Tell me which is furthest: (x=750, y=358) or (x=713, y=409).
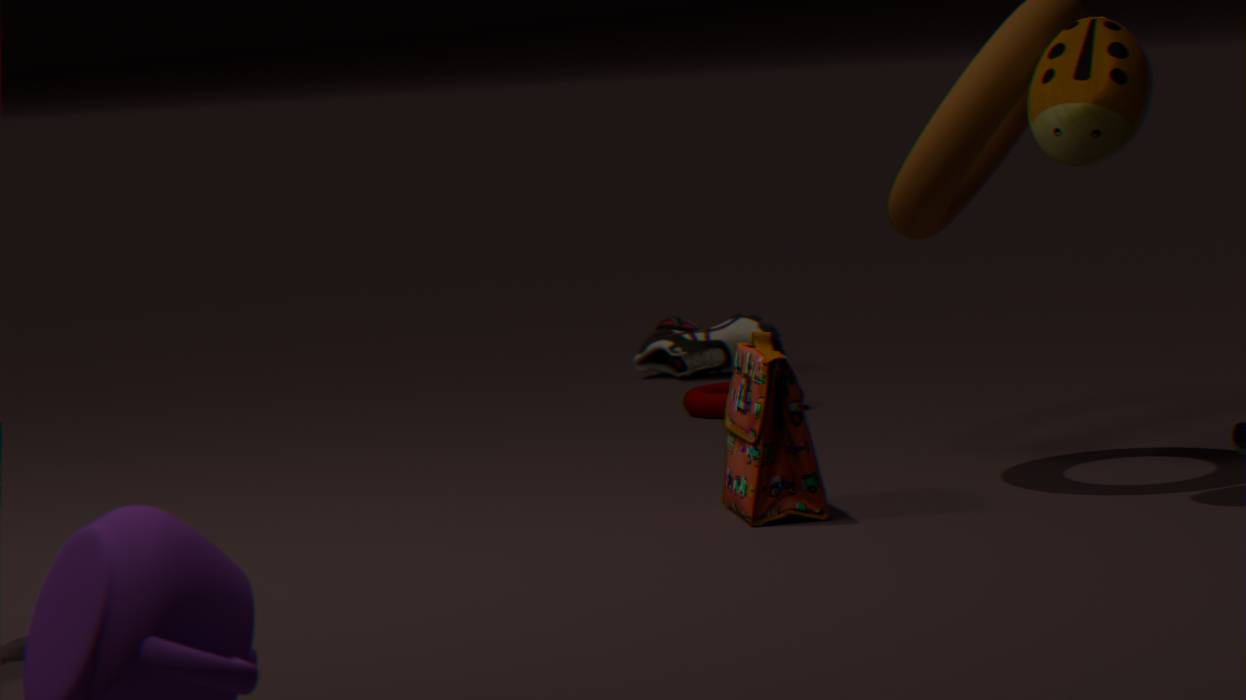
(x=713, y=409)
